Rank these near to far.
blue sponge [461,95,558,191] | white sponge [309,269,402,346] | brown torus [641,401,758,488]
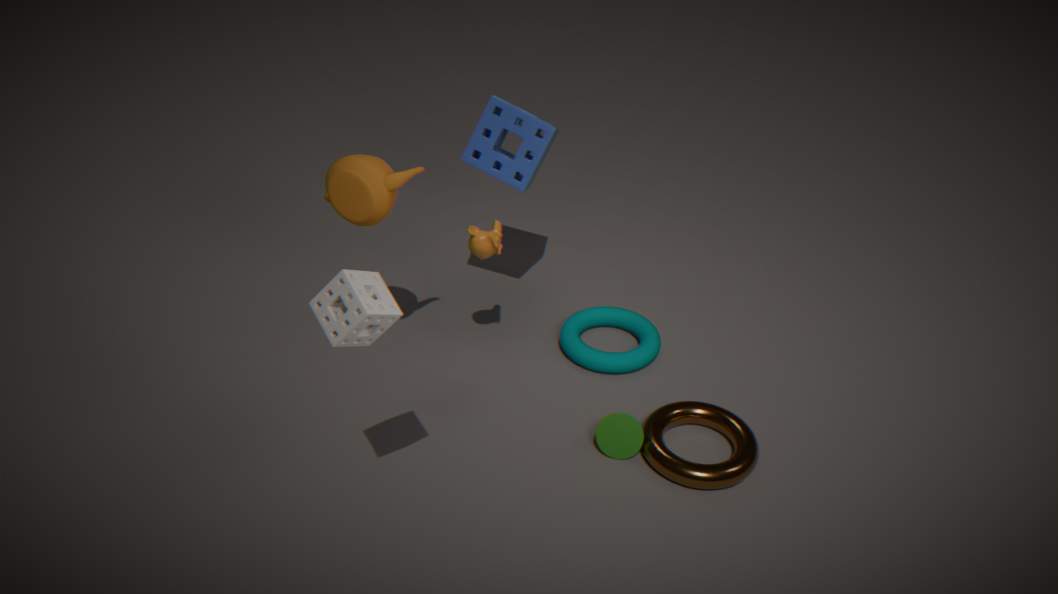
white sponge [309,269,402,346]
brown torus [641,401,758,488]
blue sponge [461,95,558,191]
